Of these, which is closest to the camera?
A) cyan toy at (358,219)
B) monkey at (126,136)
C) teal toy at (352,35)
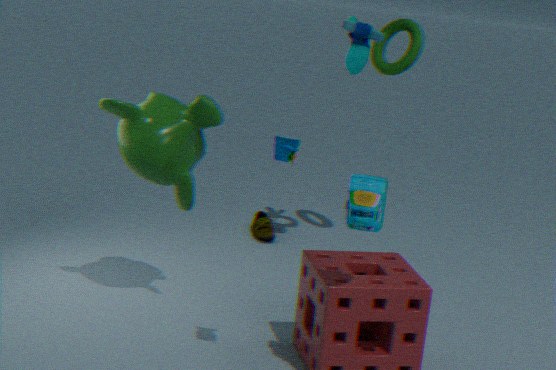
cyan toy at (358,219)
